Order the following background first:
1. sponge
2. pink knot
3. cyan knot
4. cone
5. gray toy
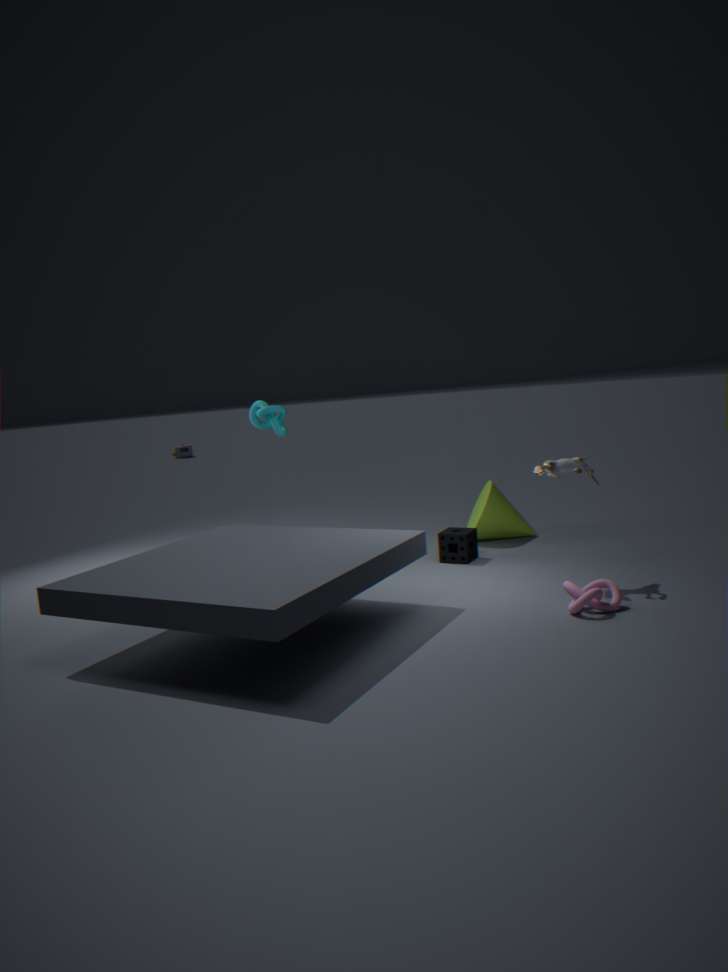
1. cone
2. sponge
3. cyan knot
4. gray toy
5. pink knot
